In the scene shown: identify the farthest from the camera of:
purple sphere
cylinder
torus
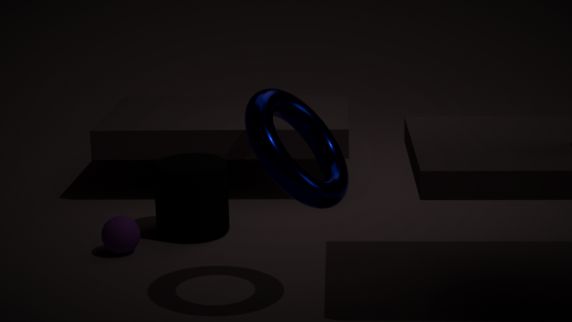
cylinder
